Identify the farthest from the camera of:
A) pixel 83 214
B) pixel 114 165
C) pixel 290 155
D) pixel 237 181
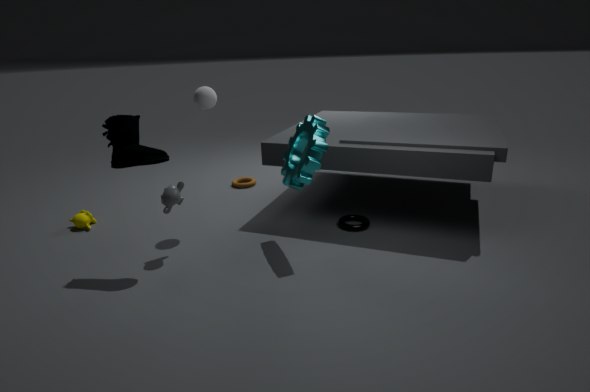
pixel 237 181
